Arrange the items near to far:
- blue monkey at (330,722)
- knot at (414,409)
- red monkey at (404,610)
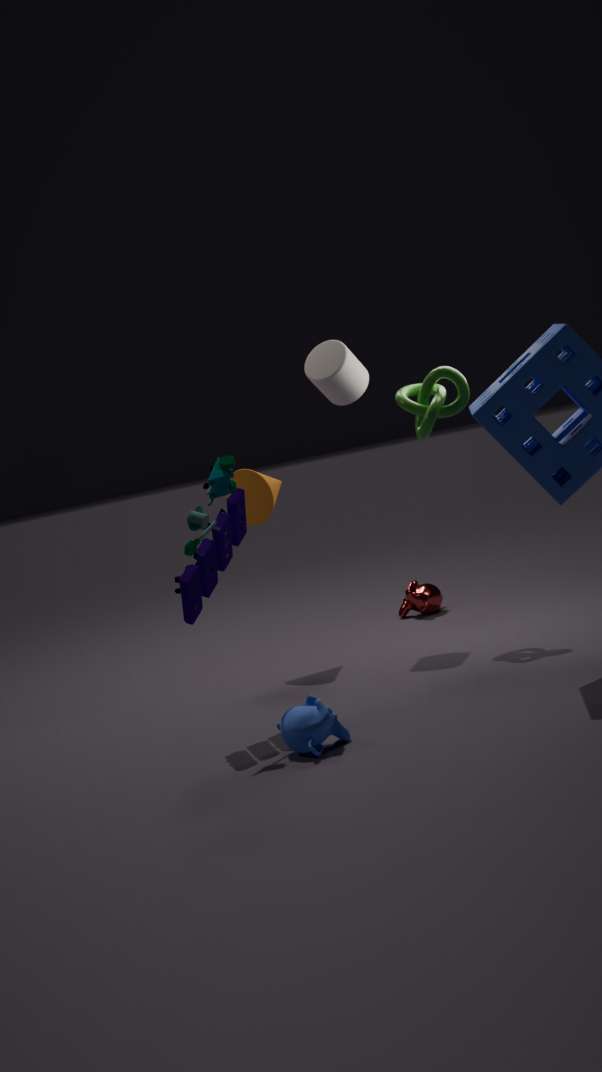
blue monkey at (330,722) < knot at (414,409) < red monkey at (404,610)
